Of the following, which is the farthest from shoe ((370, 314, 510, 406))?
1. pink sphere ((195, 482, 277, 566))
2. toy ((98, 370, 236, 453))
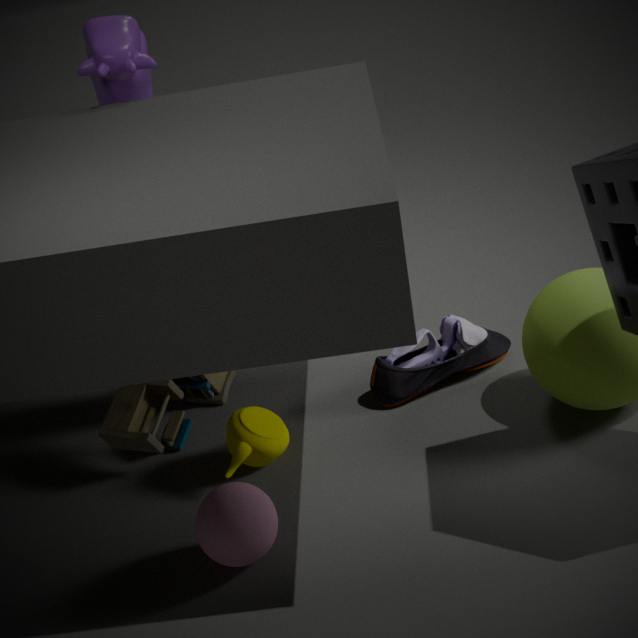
pink sphere ((195, 482, 277, 566))
